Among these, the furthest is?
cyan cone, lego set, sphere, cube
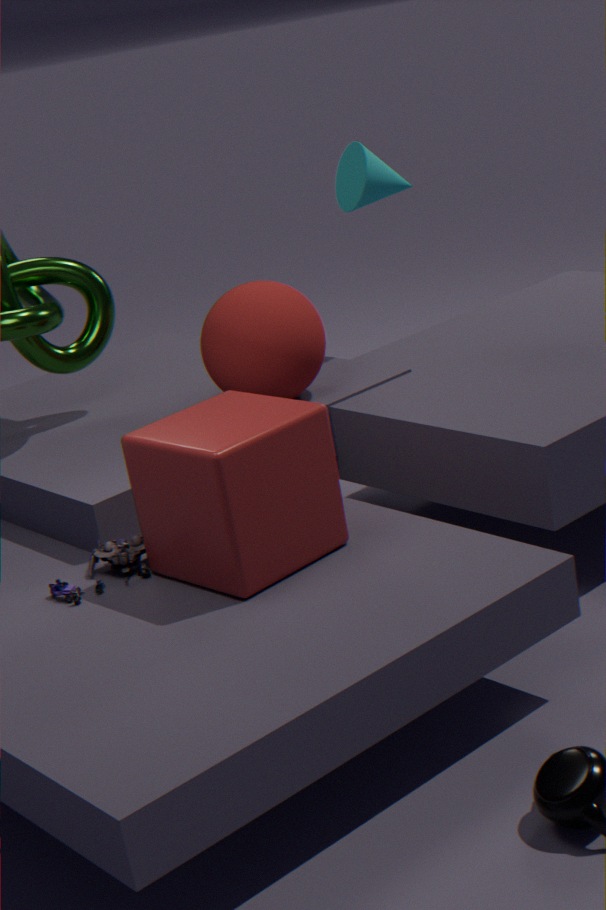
cyan cone
